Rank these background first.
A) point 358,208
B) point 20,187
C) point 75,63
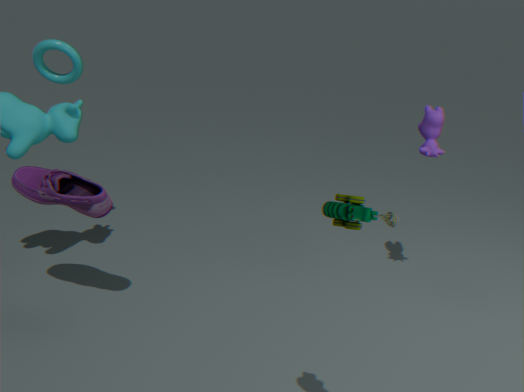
point 75,63 → point 20,187 → point 358,208
